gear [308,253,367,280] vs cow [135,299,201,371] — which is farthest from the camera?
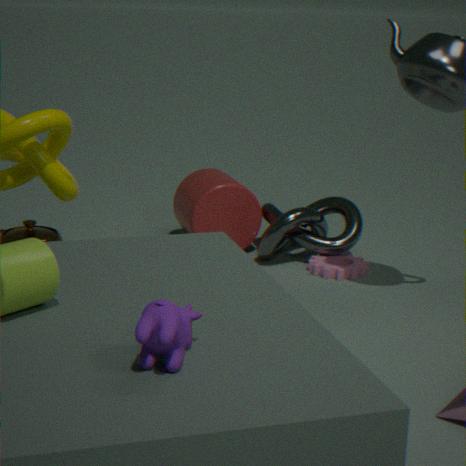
gear [308,253,367,280]
